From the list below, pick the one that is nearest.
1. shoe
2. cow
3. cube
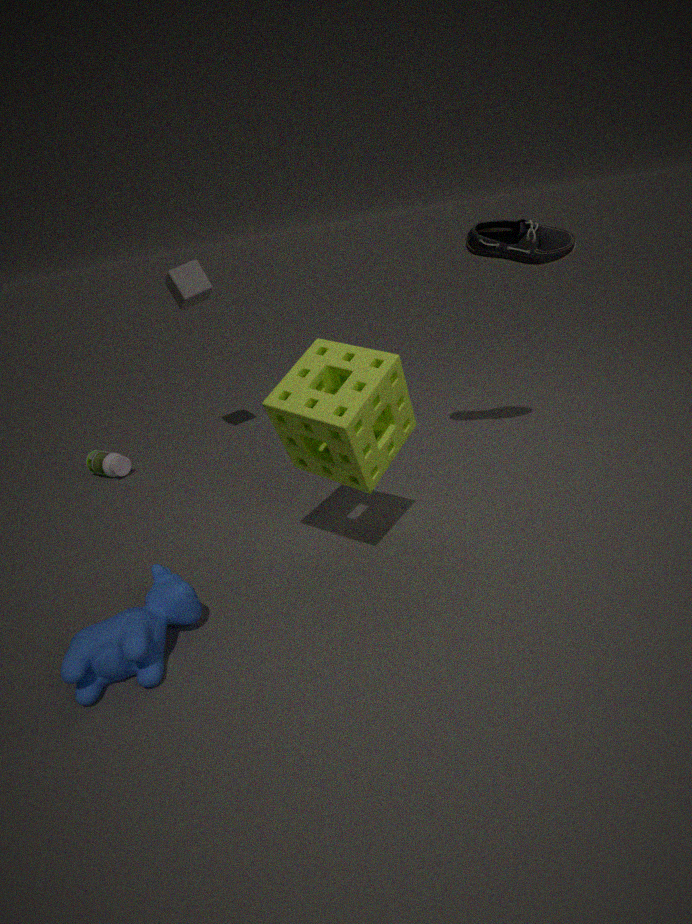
cow
